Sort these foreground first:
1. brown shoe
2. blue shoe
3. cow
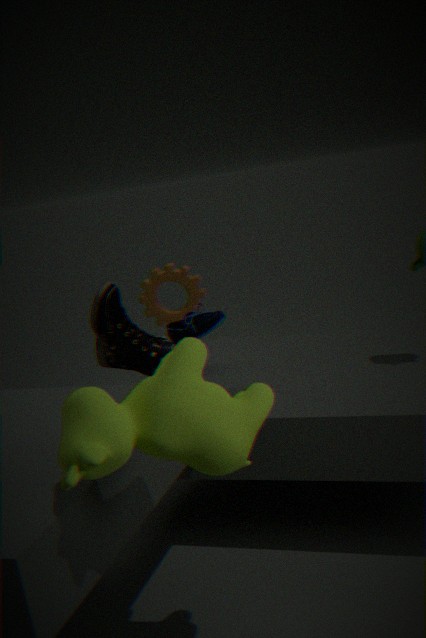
cow → blue shoe → brown shoe
